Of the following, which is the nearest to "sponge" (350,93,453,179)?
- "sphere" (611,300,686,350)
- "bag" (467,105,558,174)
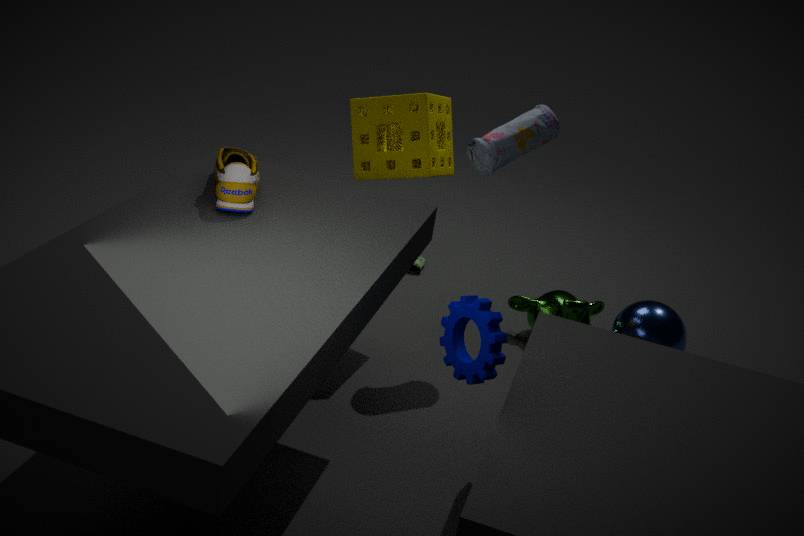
"bag" (467,105,558,174)
